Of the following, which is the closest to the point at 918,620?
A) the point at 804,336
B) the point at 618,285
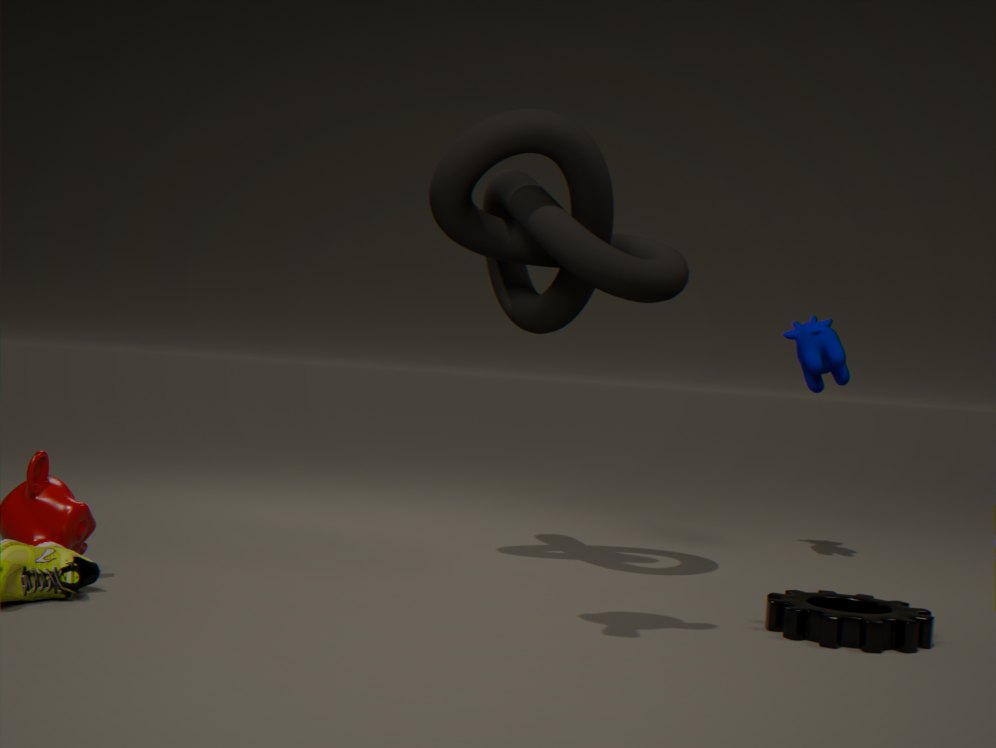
the point at 618,285
